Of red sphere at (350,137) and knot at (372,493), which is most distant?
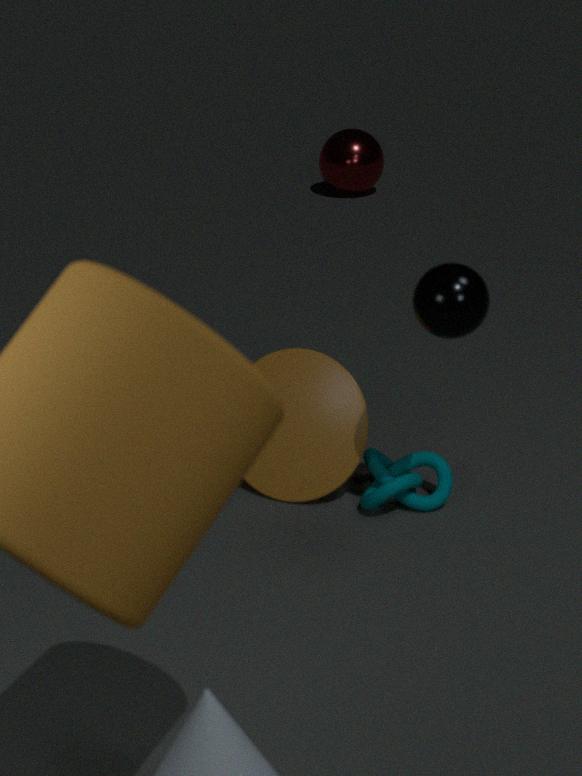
red sphere at (350,137)
